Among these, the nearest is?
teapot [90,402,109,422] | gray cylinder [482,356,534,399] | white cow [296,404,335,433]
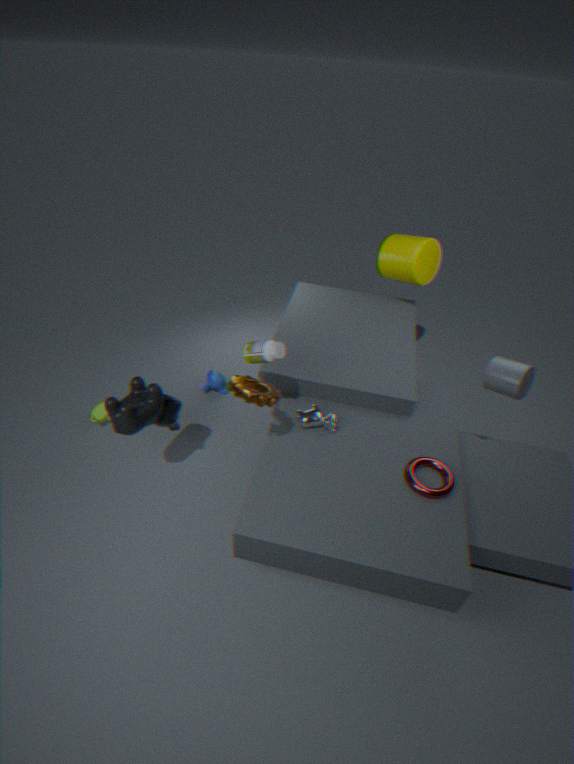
gray cylinder [482,356,534,399]
